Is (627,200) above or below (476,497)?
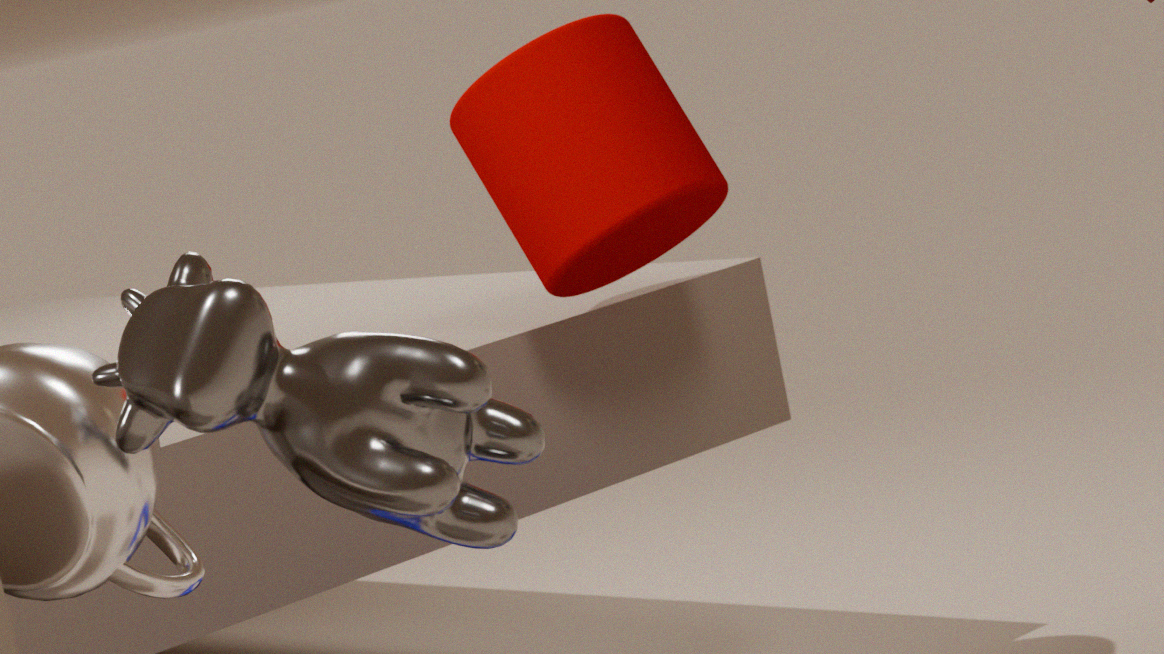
above
